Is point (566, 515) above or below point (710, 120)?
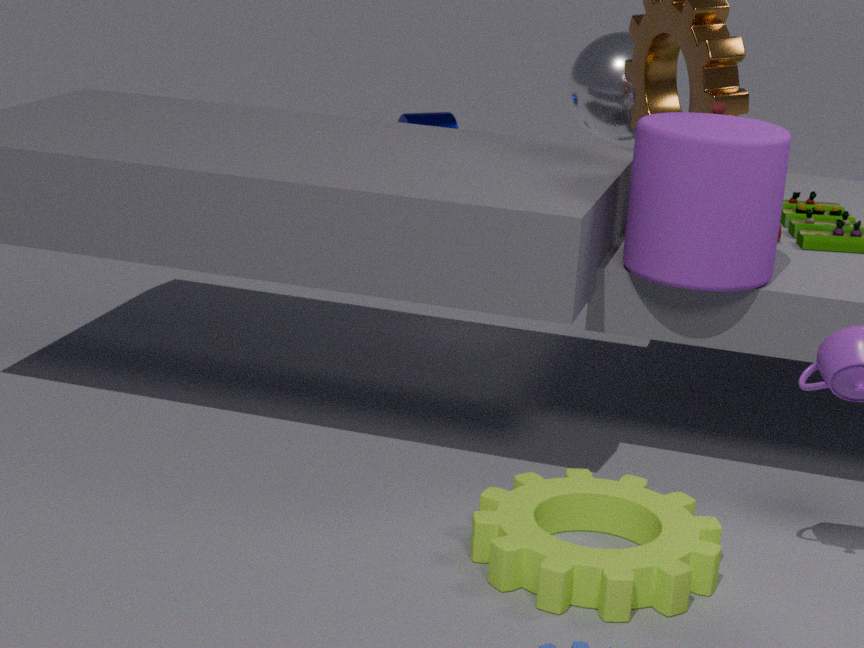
below
